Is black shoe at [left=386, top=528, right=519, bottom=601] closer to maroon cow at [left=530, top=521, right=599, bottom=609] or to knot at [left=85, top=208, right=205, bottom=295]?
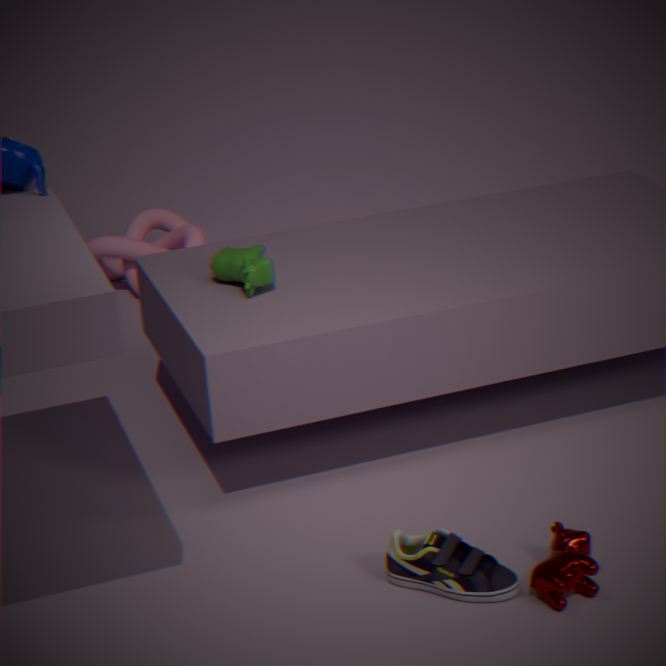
maroon cow at [left=530, top=521, right=599, bottom=609]
